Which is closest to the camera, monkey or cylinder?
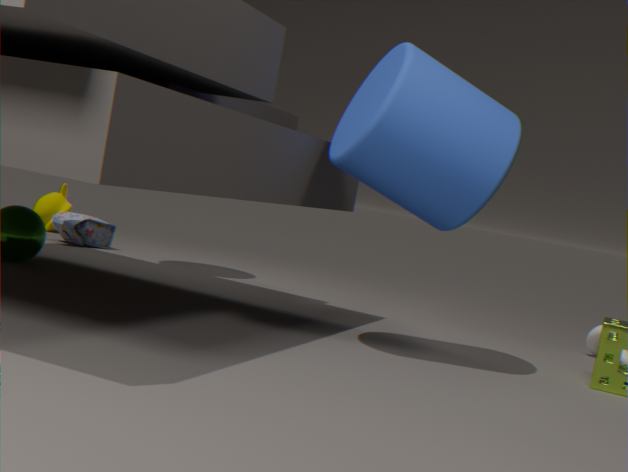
cylinder
